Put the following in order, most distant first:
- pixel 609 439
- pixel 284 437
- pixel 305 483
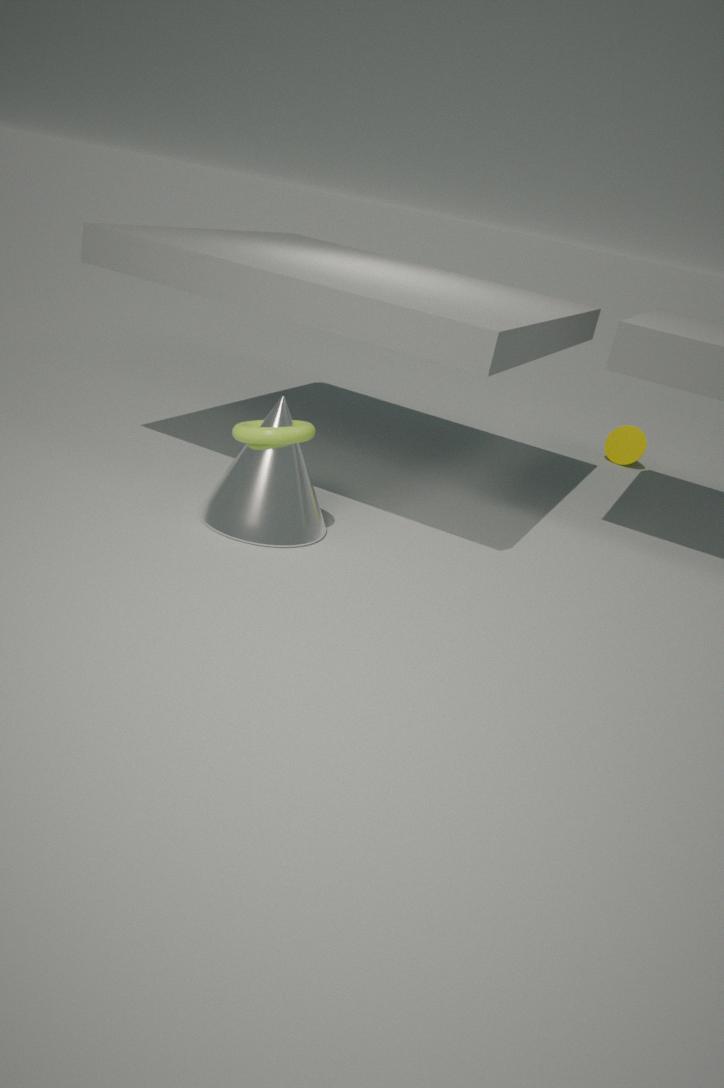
pixel 609 439 → pixel 305 483 → pixel 284 437
